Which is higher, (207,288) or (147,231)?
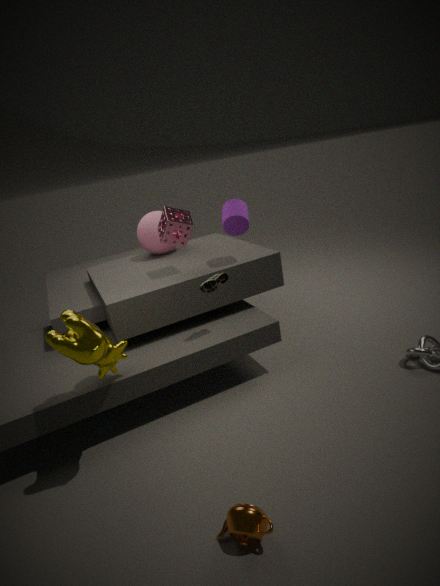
(147,231)
